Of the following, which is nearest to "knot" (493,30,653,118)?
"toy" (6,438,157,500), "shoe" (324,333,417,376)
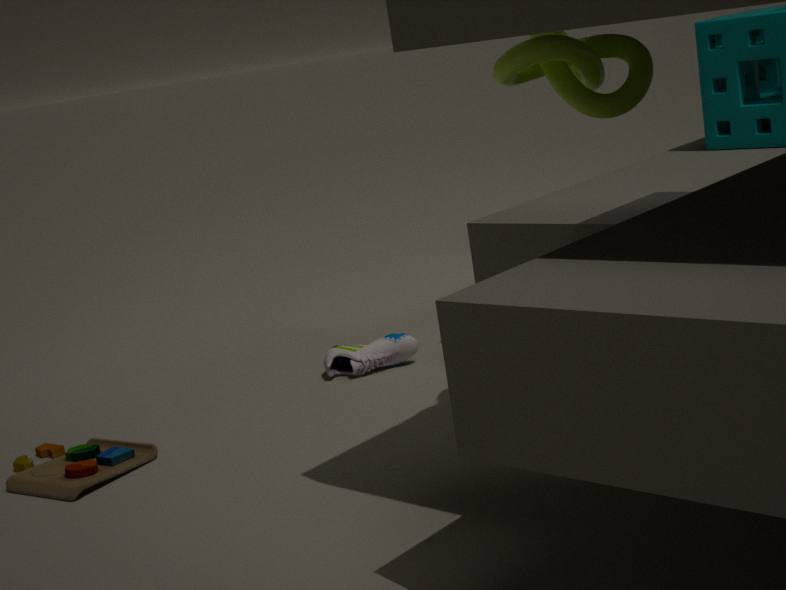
"shoe" (324,333,417,376)
